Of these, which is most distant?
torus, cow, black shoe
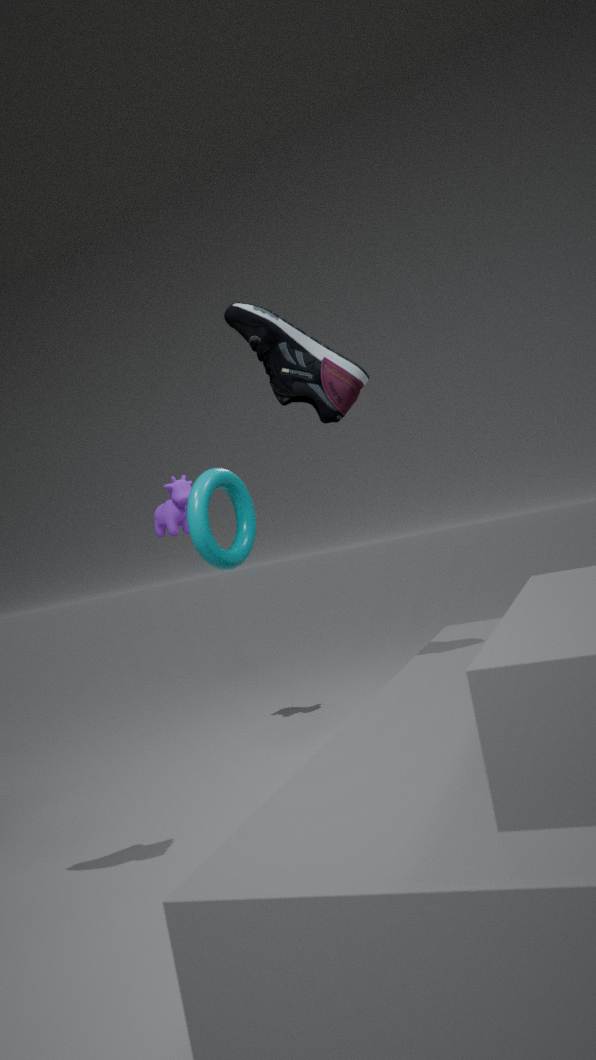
cow
